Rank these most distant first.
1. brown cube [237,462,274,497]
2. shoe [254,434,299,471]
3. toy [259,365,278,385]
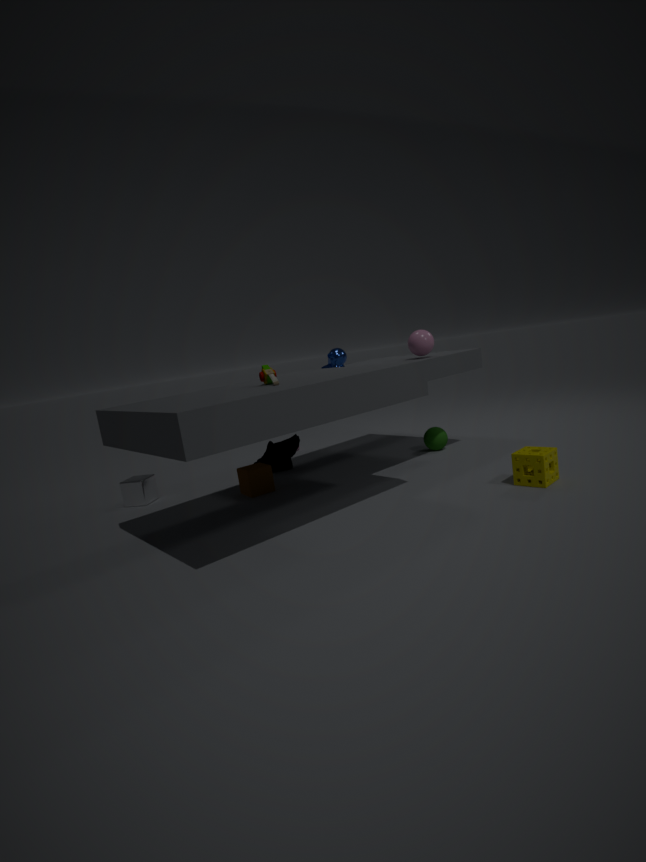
shoe [254,434,299,471]
brown cube [237,462,274,497]
toy [259,365,278,385]
